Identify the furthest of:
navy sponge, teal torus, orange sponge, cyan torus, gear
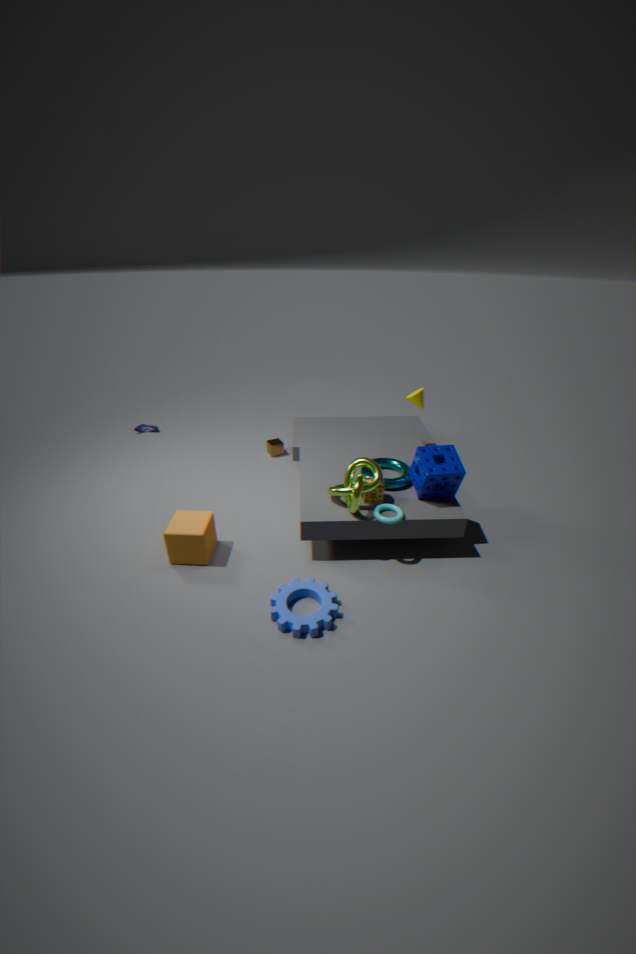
teal torus
